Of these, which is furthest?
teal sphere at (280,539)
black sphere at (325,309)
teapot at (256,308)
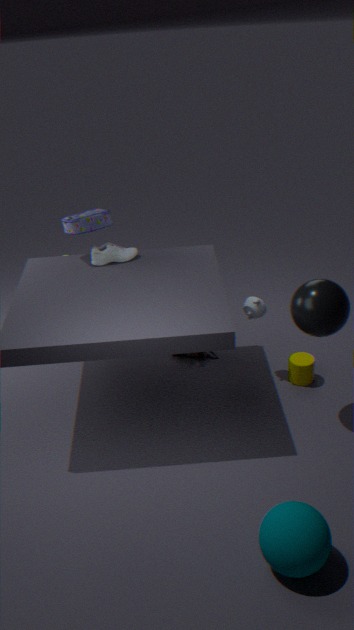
teapot at (256,308)
